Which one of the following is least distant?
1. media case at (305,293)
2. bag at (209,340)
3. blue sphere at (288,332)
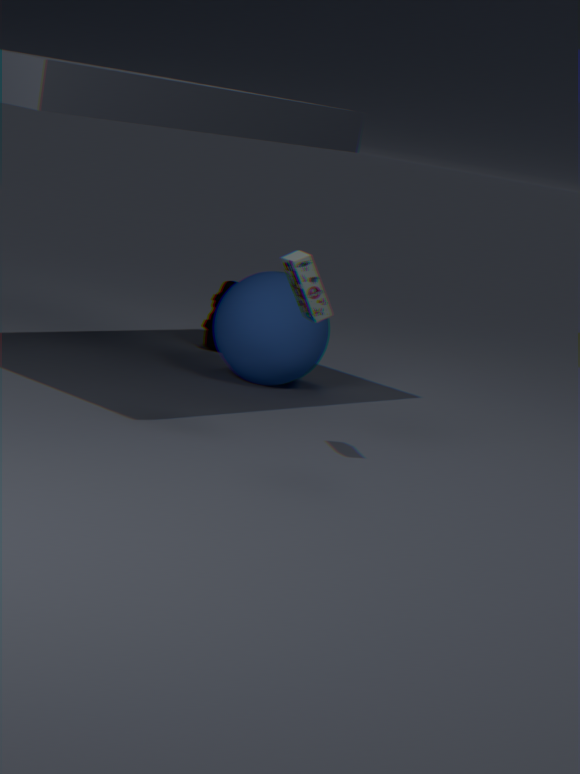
media case at (305,293)
